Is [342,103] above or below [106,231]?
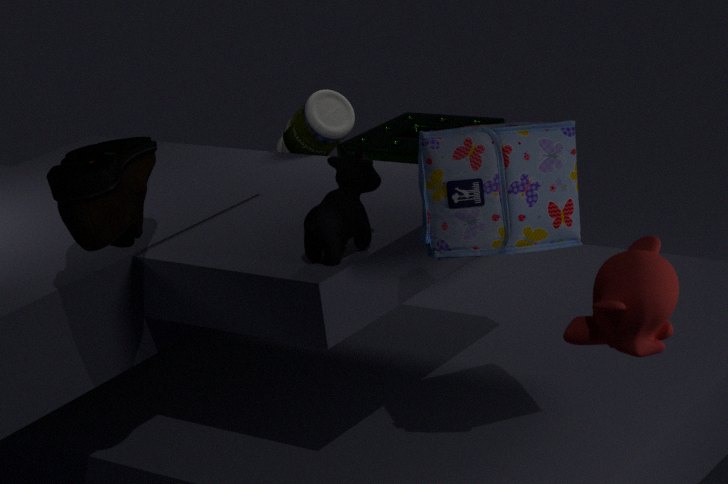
below
